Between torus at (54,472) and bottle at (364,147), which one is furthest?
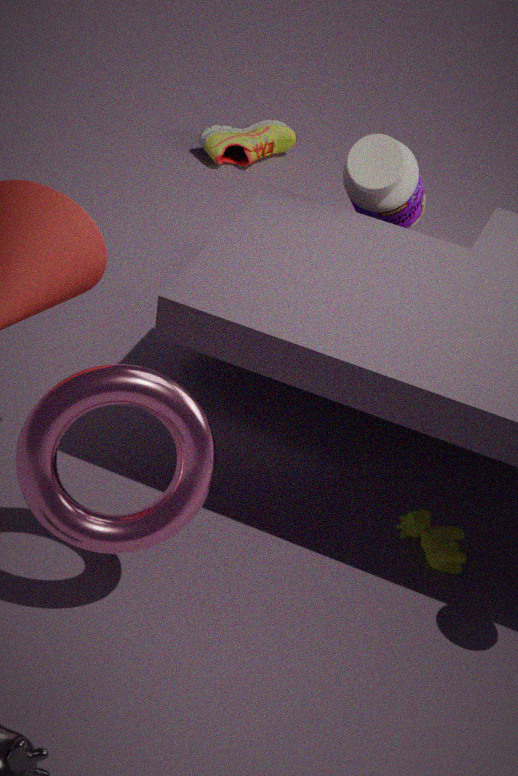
bottle at (364,147)
